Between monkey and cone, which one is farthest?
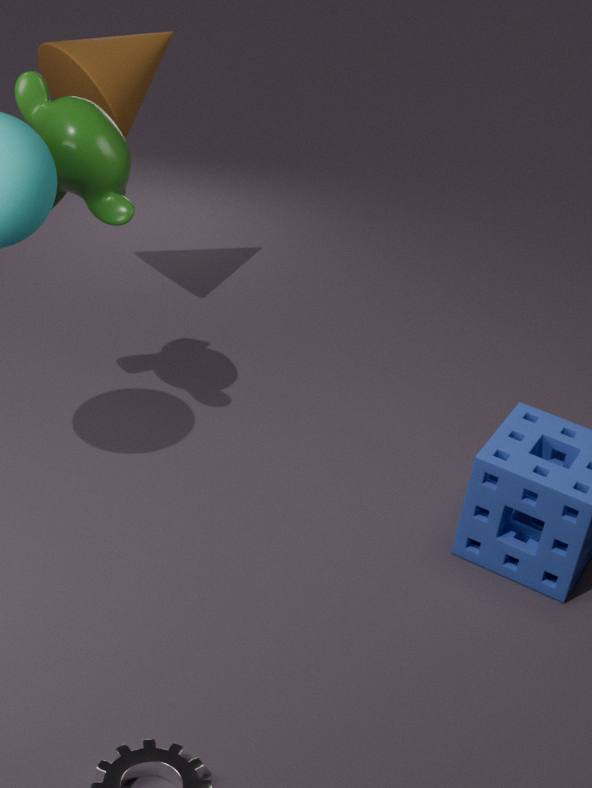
cone
